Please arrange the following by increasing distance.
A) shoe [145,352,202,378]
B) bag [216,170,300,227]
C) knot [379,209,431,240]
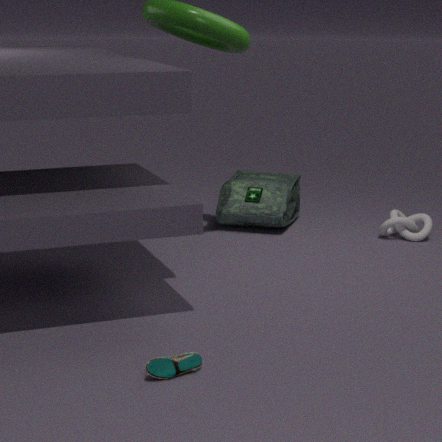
1. shoe [145,352,202,378]
2. knot [379,209,431,240]
3. bag [216,170,300,227]
